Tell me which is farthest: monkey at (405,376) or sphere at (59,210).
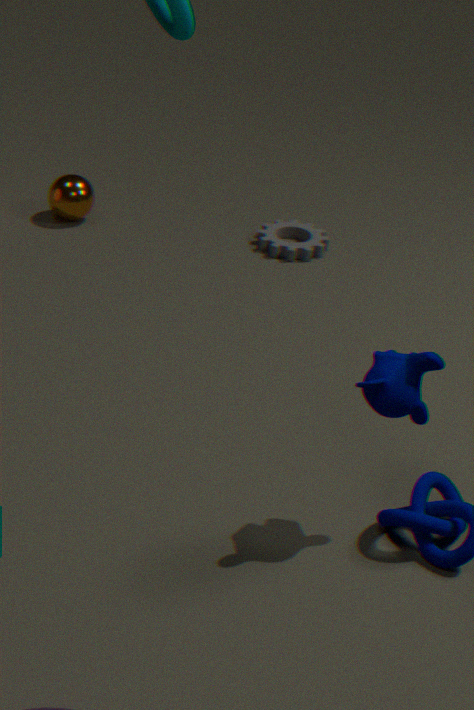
sphere at (59,210)
